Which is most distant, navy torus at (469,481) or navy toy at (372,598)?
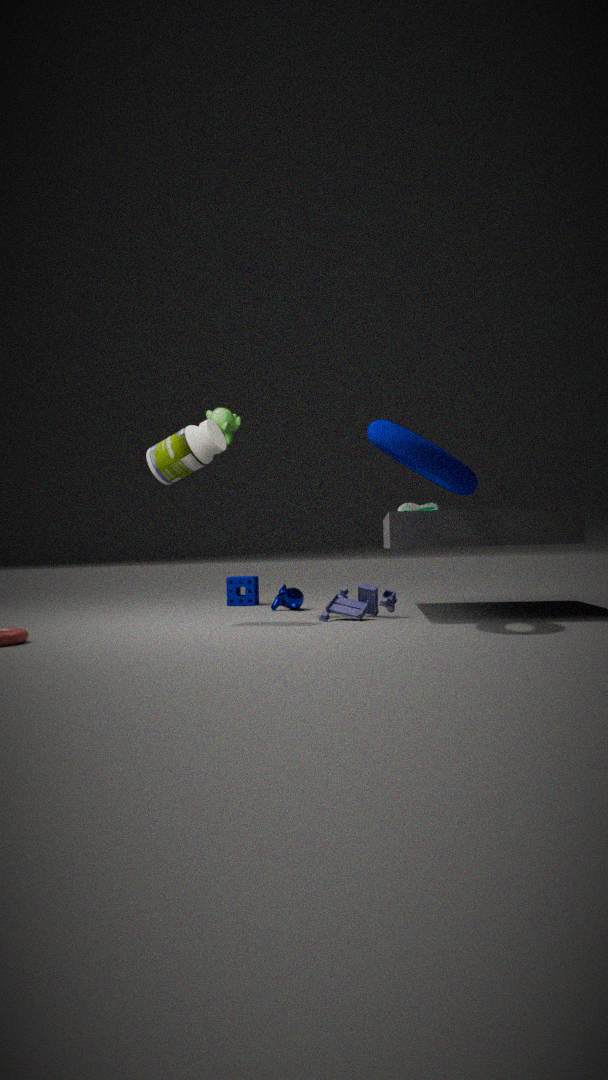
navy toy at (372,598)
